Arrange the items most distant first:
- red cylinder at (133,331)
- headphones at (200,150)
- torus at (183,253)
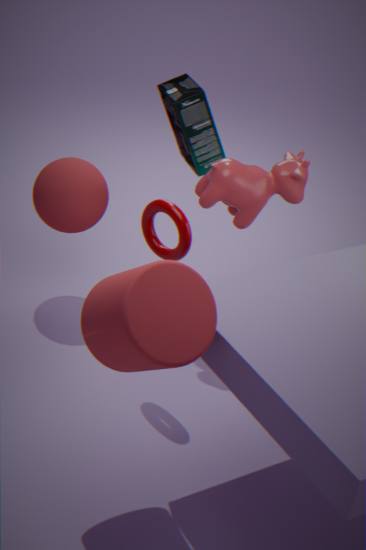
headphones at (200,150)
torus at (183,253)
red cylinder at (133,331)
